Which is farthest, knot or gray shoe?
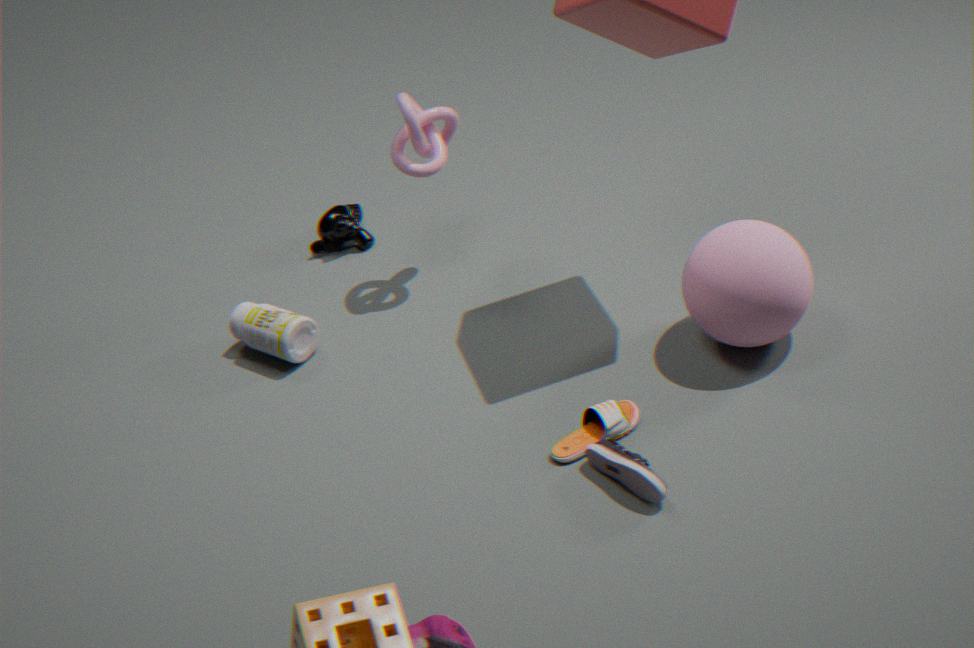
knot
